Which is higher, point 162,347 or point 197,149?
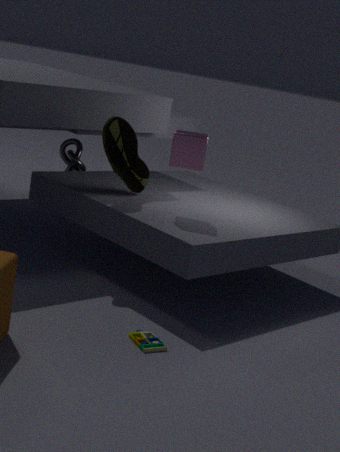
point 197,149
